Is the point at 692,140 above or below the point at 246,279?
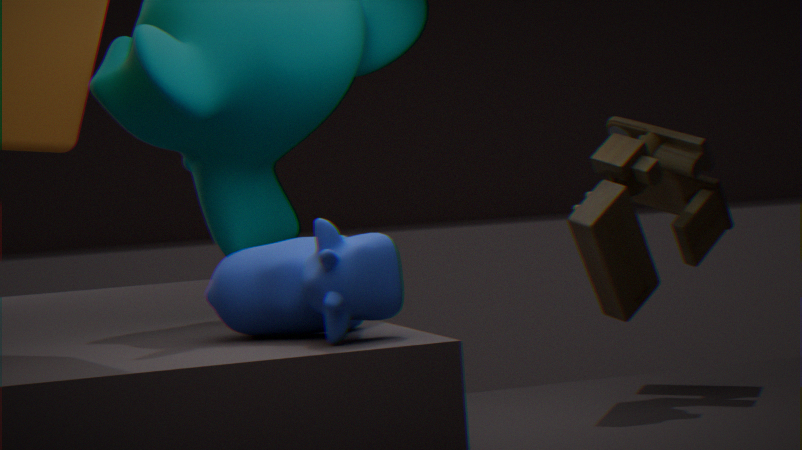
above
